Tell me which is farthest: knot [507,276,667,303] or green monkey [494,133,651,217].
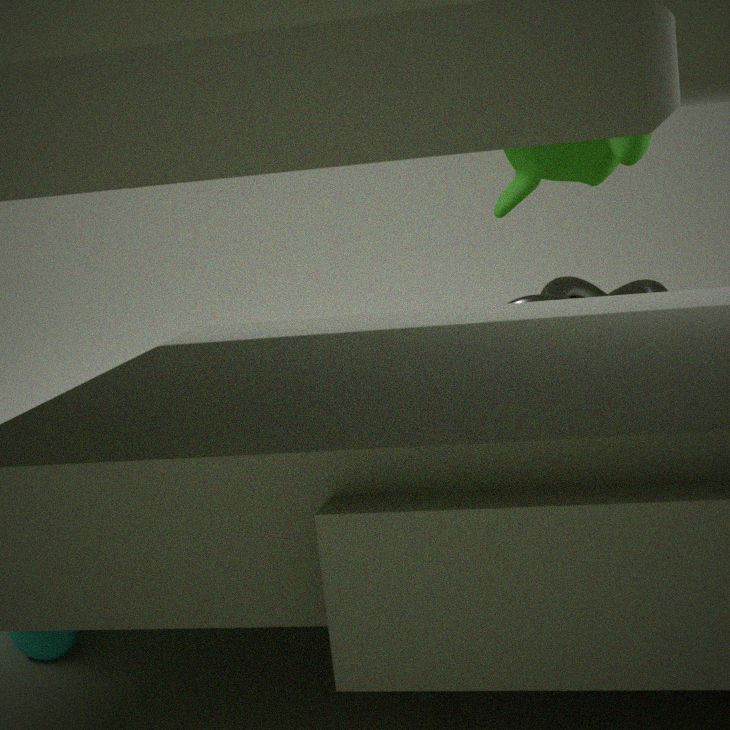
knot [507,276,667,303]
